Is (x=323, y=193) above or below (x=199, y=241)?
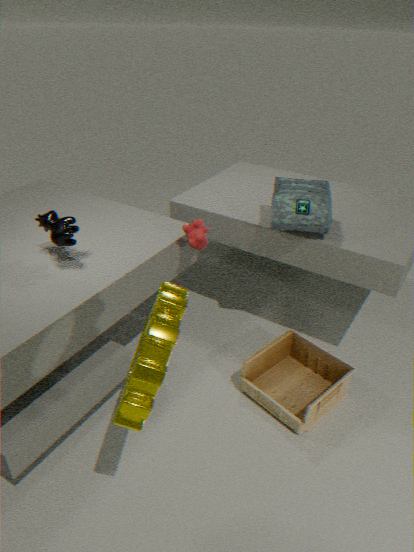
above
